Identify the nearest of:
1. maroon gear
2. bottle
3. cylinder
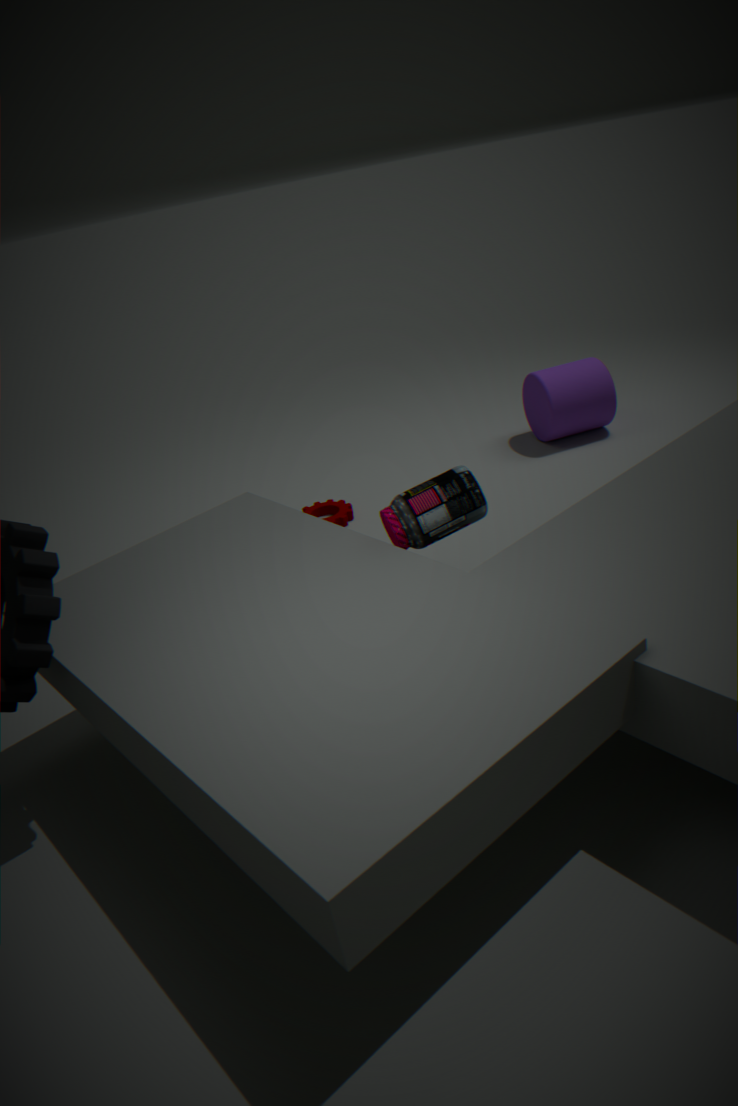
bottle
